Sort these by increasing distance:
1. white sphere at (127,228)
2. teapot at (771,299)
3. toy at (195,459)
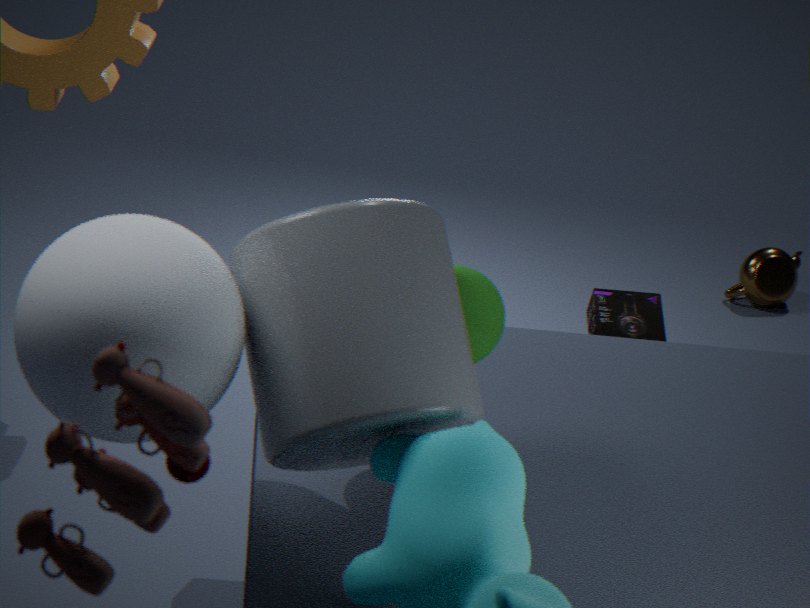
toy at (195,459)
white sphere at (127,228)
teapot at (771,299)
